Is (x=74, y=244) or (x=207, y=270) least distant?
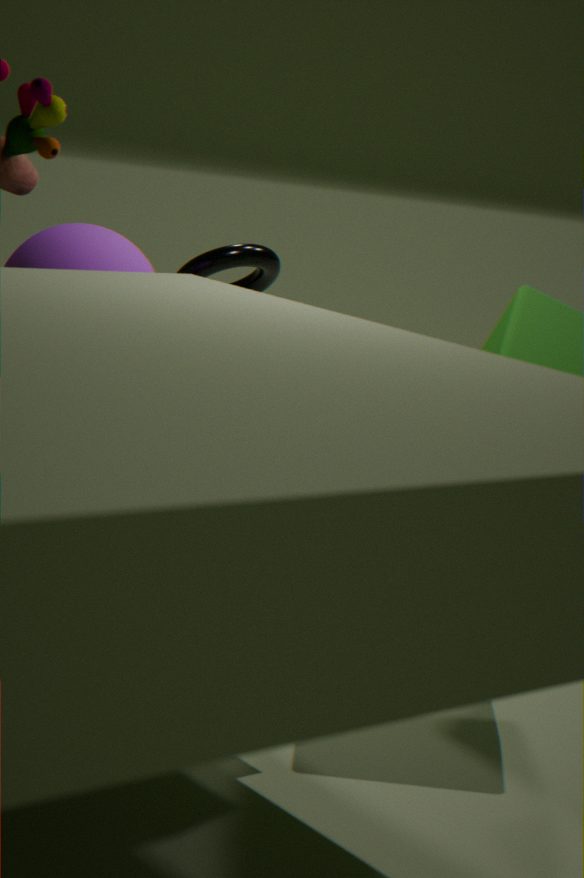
(x=74, y=244)
